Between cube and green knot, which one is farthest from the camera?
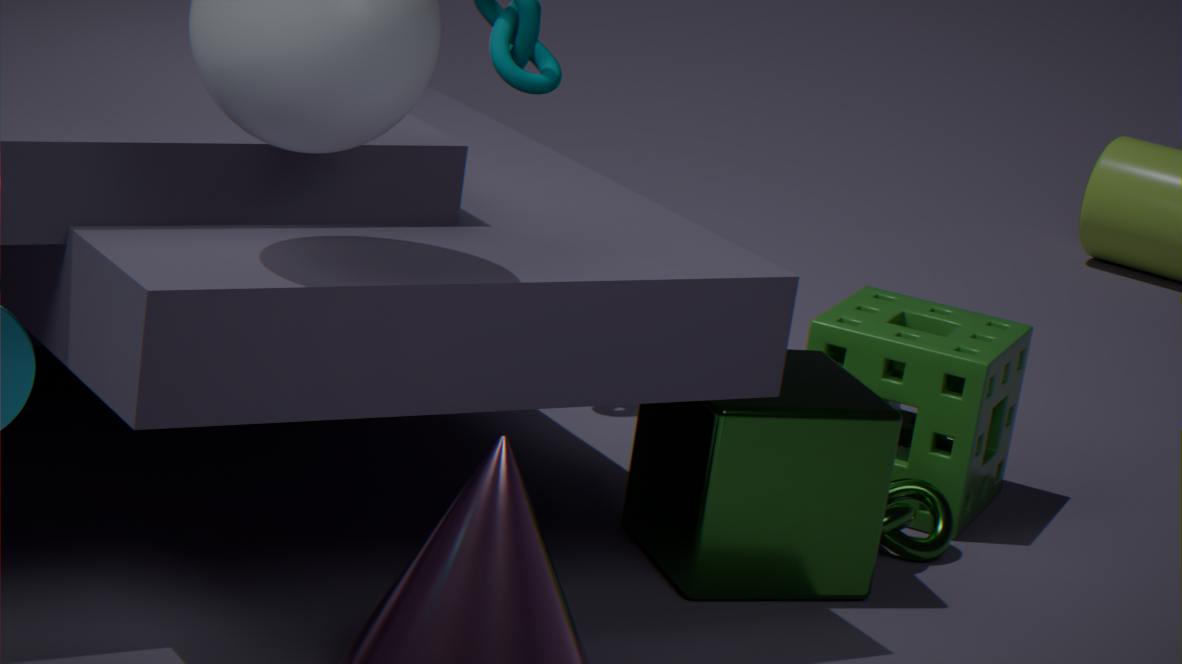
green knot
